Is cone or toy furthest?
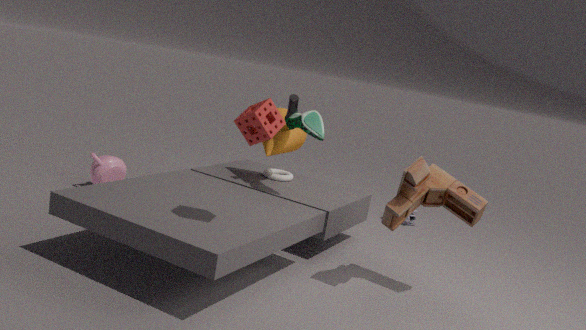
cone
